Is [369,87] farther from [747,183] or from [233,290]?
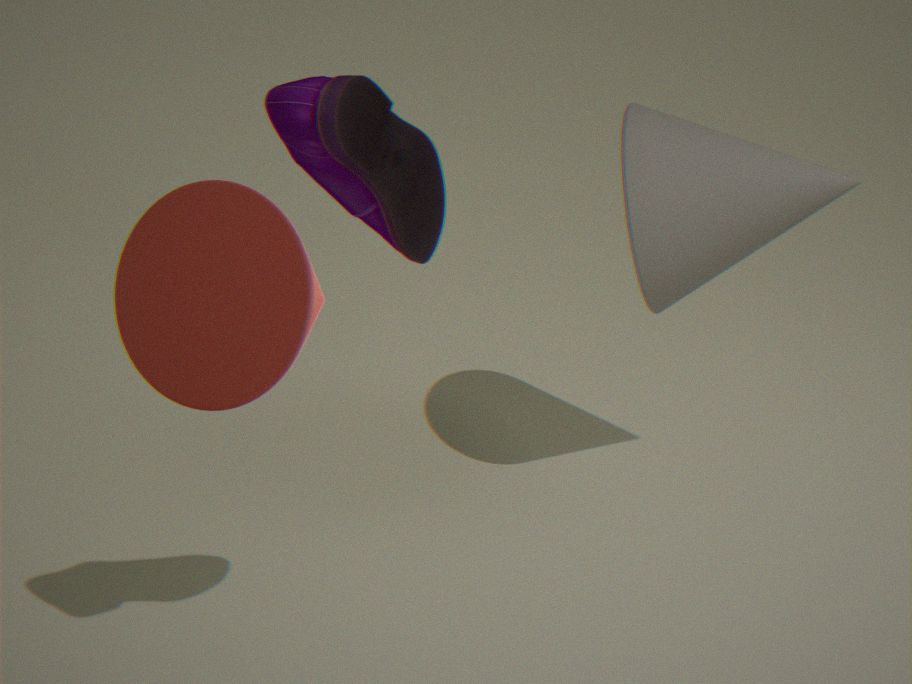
[747,183]
